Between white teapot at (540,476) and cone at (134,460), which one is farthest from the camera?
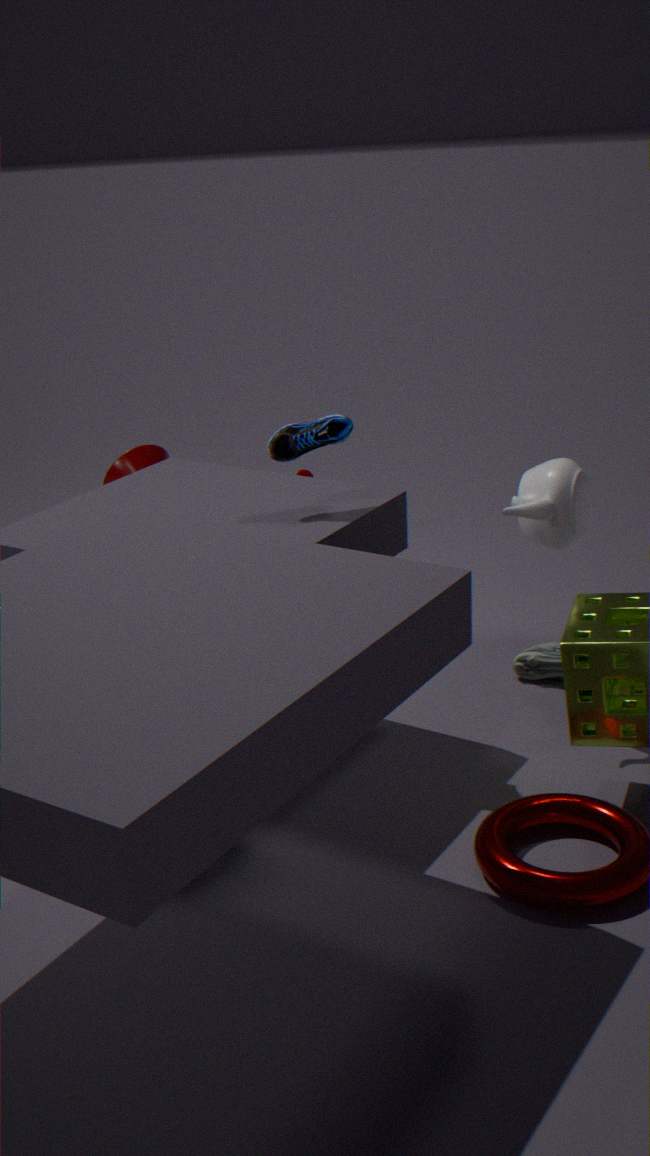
cone at (134,460)
